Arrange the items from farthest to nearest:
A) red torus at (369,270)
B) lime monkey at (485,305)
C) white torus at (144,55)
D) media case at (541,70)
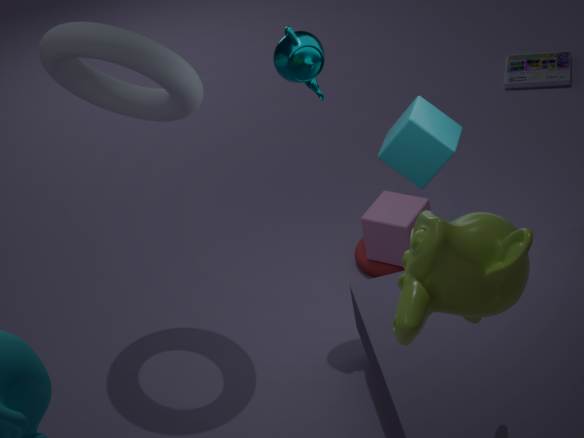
media case at (541,70), red torus at (369,270), white torus at (144,55), lime monkey at (485,305)
